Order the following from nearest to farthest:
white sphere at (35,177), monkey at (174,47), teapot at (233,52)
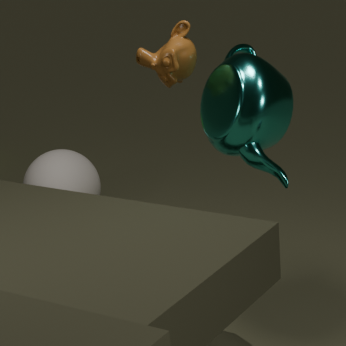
teapot at (233,52), monkey at (174,47), white sphere at (35,177)
